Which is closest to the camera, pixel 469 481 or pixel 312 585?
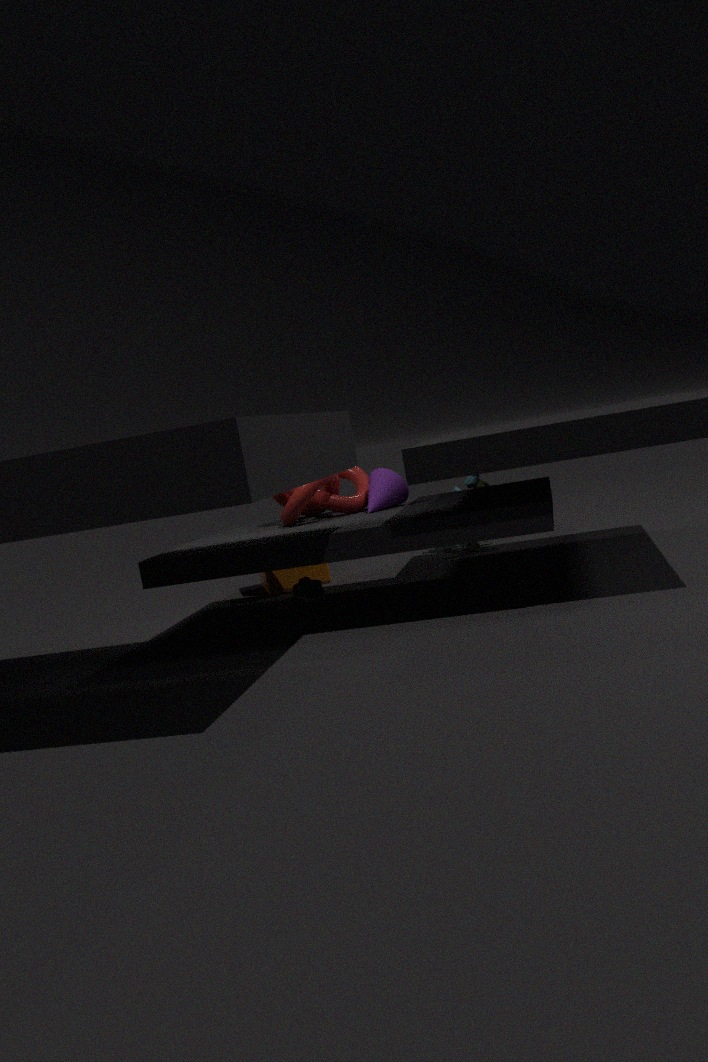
pixel 312 585
